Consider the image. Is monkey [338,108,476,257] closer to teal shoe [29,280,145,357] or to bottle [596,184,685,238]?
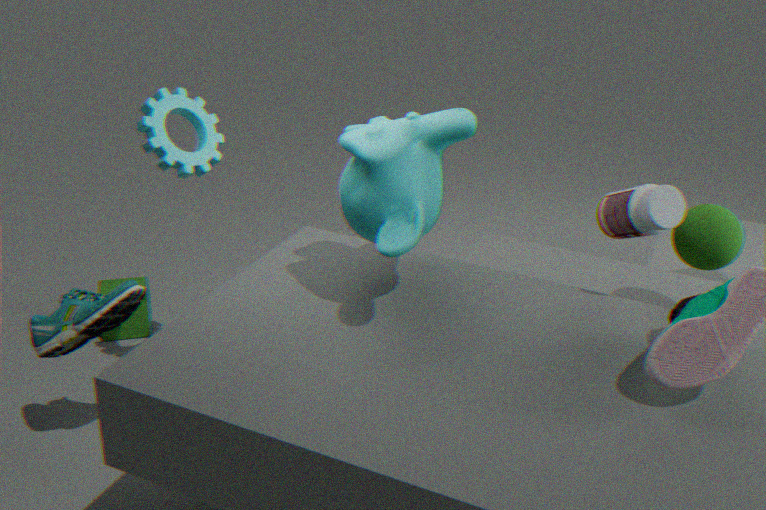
bottle [596,184,685,238]
